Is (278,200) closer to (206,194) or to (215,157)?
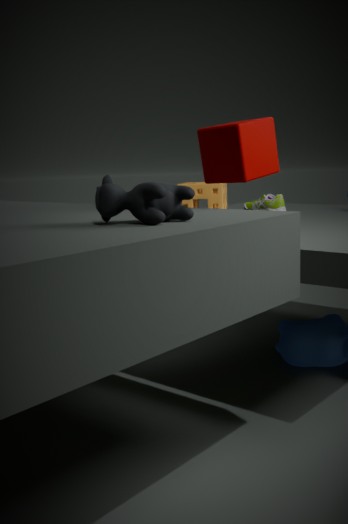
(206,194)
